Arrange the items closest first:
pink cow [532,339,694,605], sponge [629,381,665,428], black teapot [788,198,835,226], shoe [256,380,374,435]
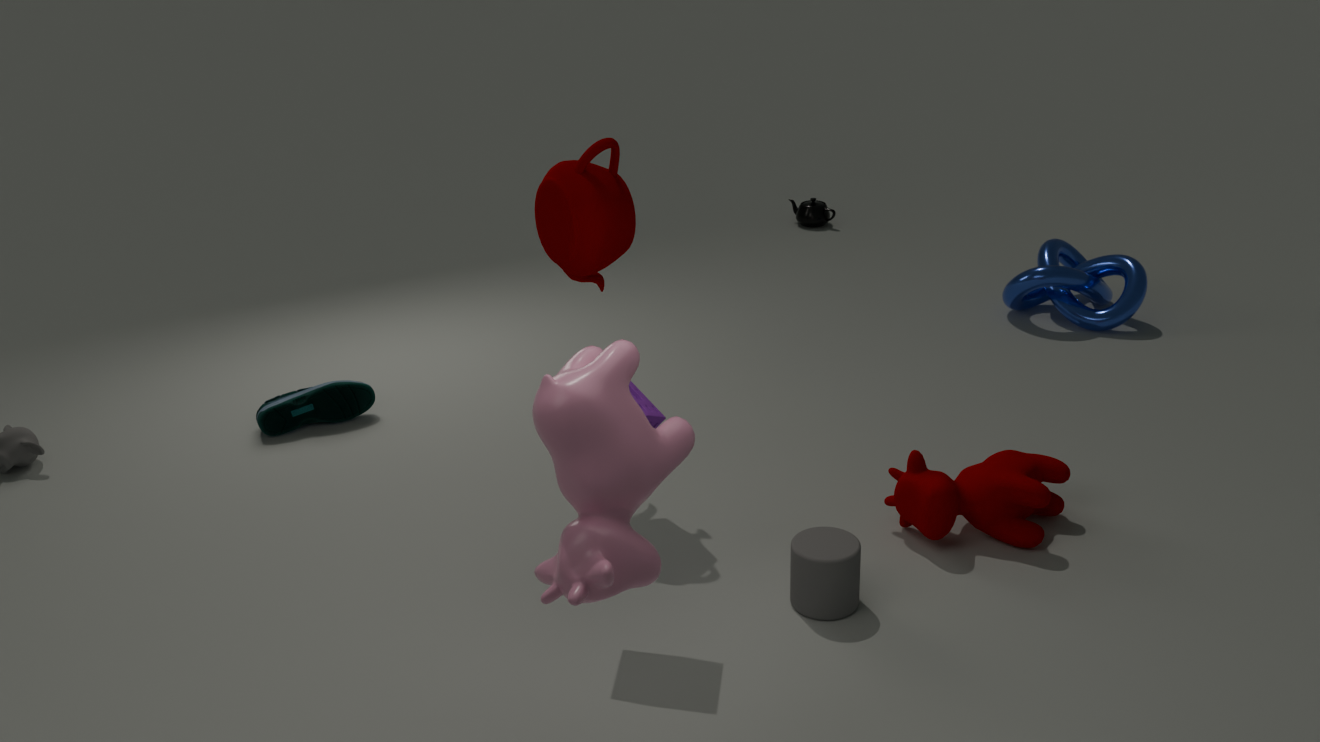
pink cow [532,339,694,605] < sponge [629,381,665,428] < shoe [256,380,374,435] < black teapot [788,198,835,226]
